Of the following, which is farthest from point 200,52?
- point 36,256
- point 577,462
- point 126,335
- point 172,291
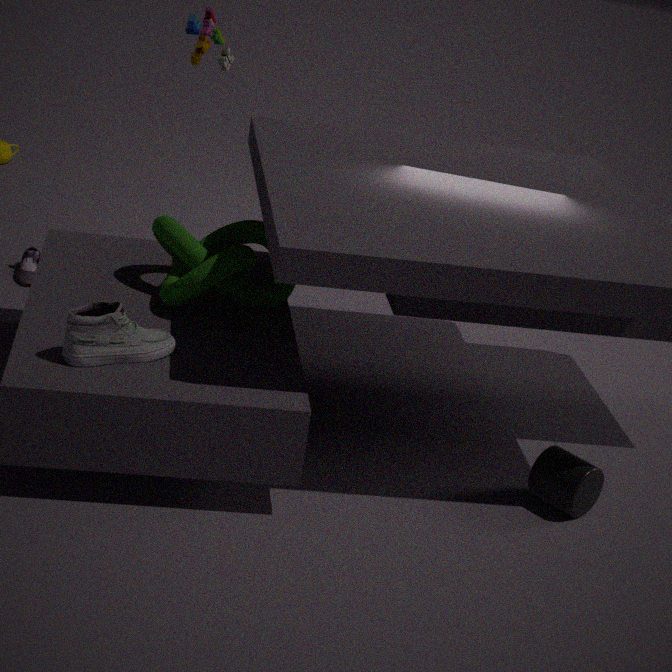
point 577,462
